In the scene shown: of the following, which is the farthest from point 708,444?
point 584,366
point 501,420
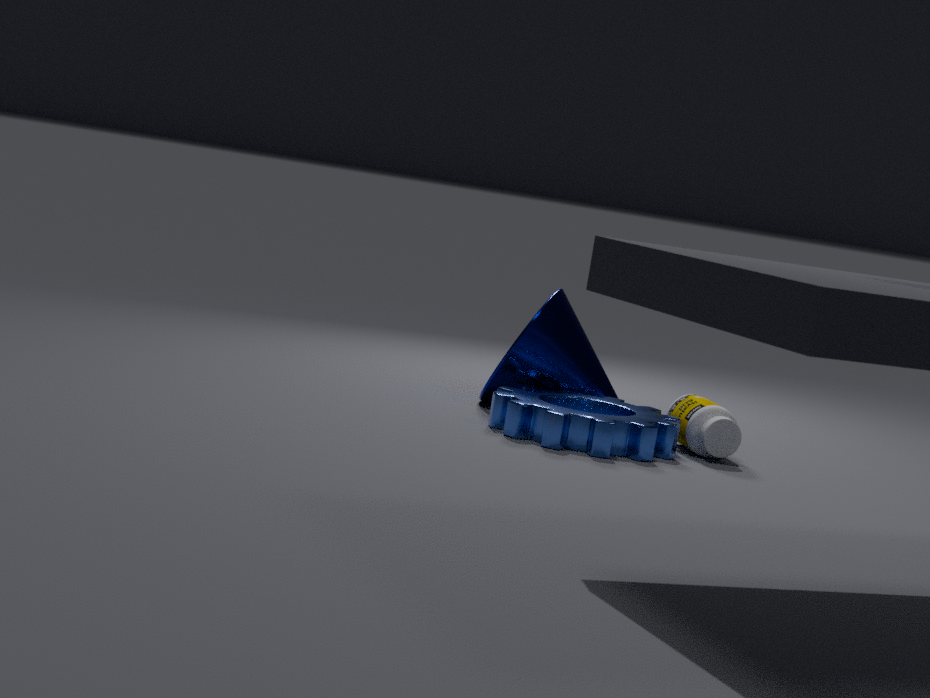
point 584,366
